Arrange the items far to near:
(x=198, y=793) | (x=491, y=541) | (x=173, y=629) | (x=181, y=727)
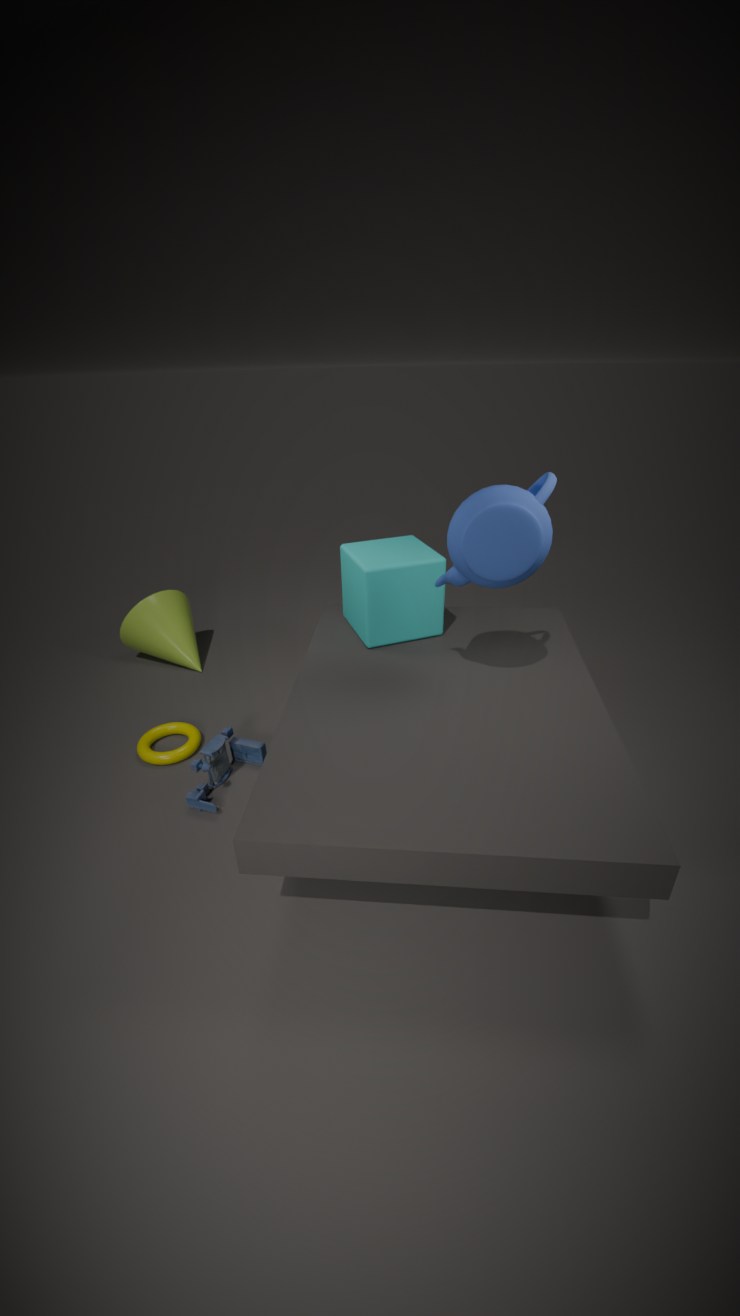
(x=173, y=629)
(x=181, y=727)
(x=198, y=793)
(x=491, y=541)
